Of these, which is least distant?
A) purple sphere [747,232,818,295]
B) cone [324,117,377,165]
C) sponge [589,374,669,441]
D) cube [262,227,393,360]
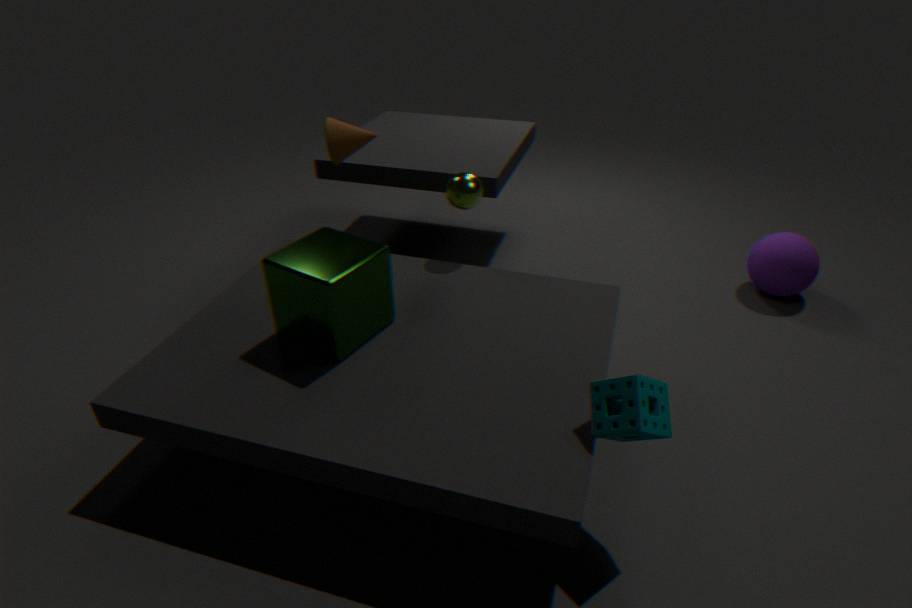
sponge [589,374,669,441]
